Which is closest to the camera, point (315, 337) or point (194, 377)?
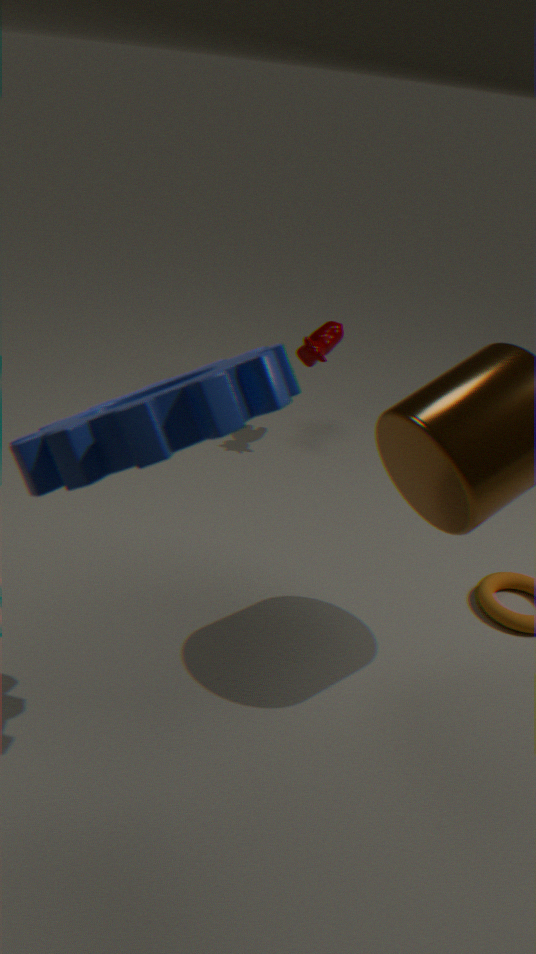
point (194, 377)
